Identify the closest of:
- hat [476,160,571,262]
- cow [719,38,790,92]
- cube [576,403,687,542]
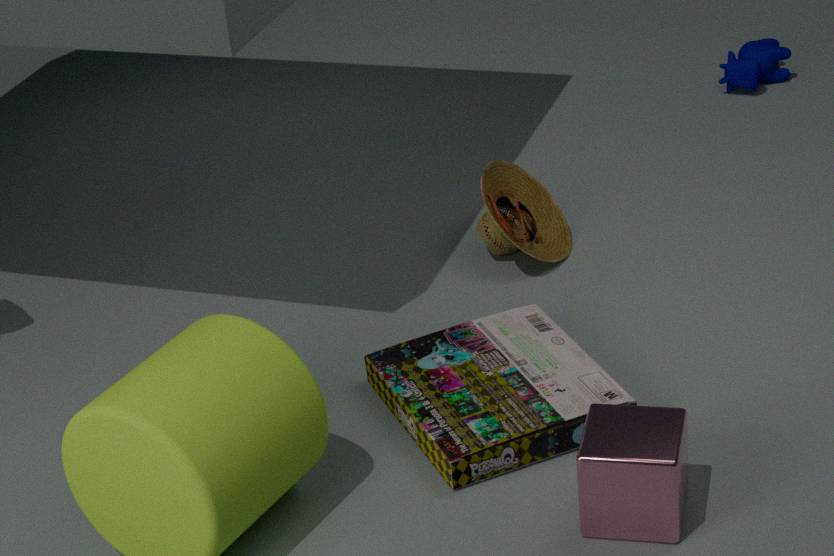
cube [576,403,687,542]
